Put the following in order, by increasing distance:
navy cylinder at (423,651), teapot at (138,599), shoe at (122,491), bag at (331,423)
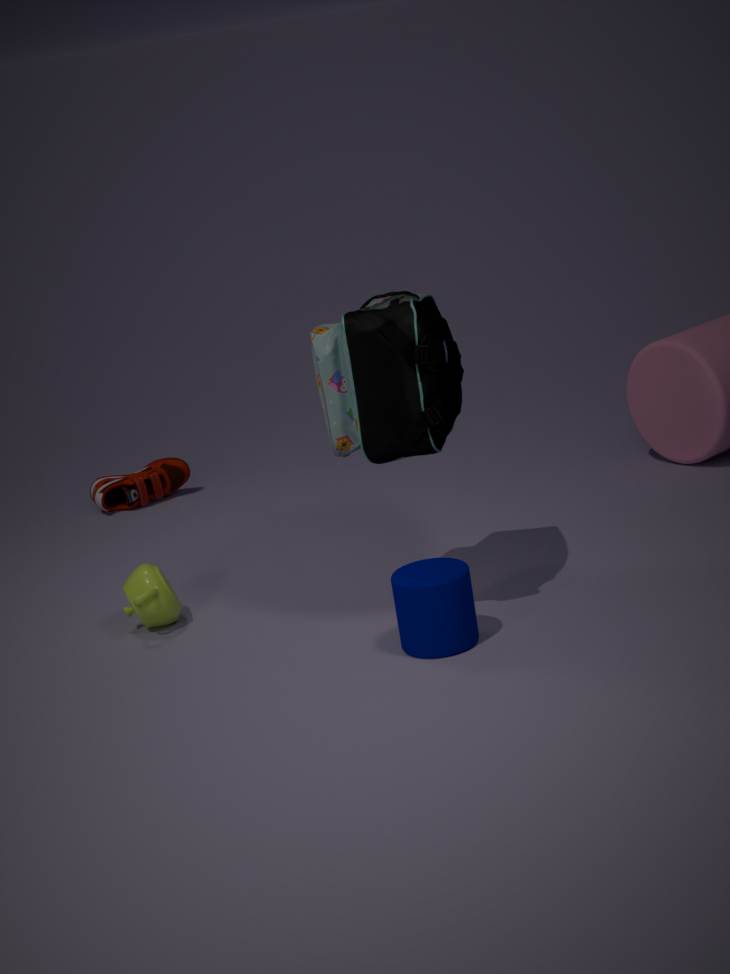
bag at (331,423)
navy cylinder at (423,651)
teapot at (138,599)
shoe at (122,491)
